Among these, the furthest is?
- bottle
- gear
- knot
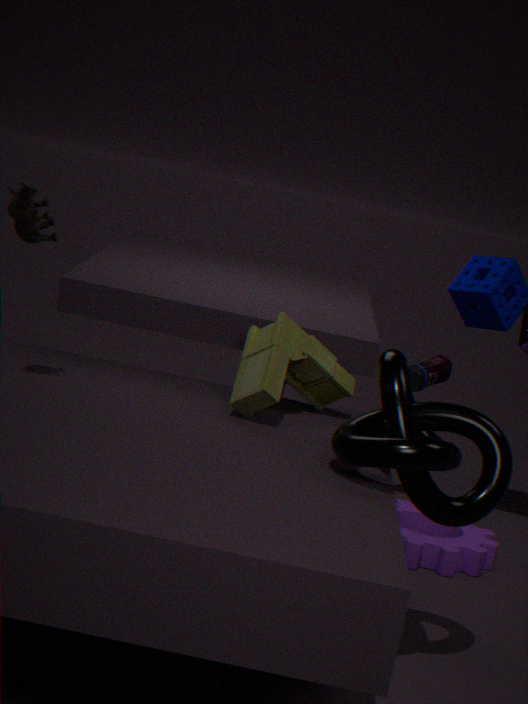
bottle
